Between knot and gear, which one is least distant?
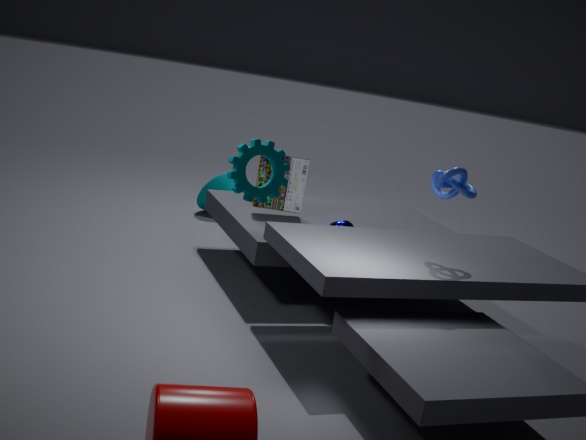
gear
